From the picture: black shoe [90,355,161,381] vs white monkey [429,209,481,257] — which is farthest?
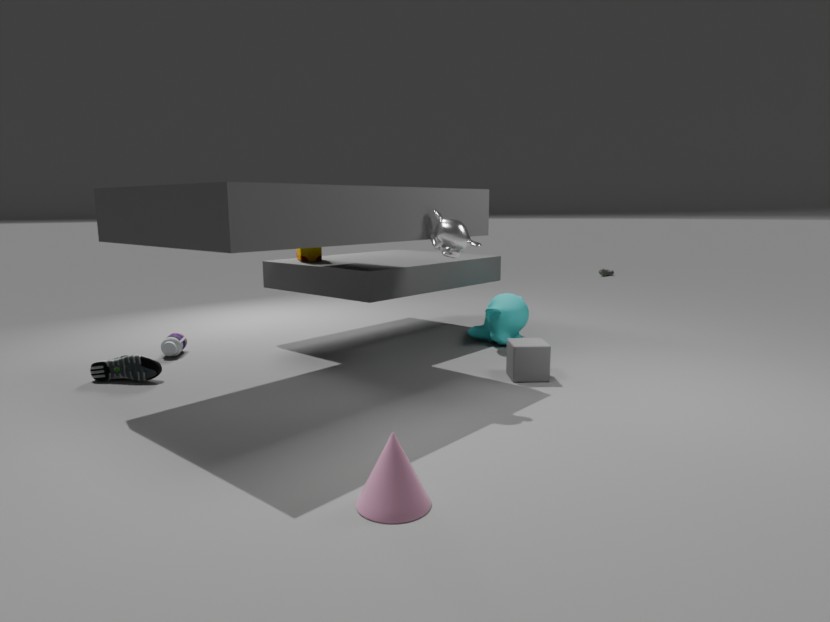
black shoe [90,355,161,381]
